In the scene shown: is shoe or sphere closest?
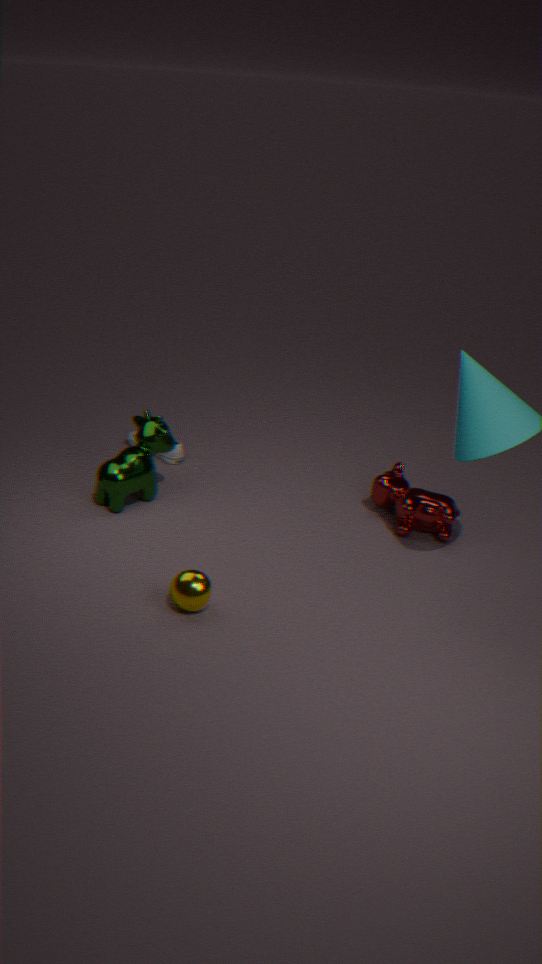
sphere
